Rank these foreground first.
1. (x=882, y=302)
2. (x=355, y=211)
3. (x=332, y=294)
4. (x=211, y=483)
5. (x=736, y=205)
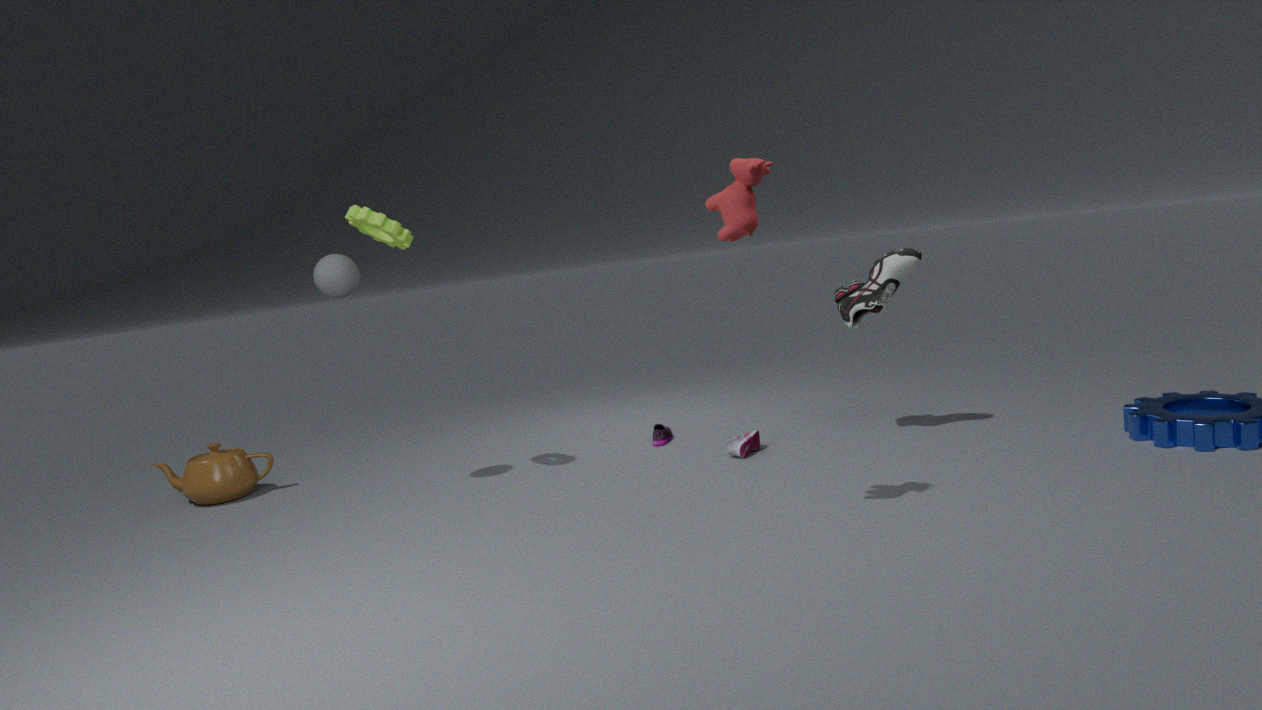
(x=736, y=205) < (x=355, y=211) < (x=332, y=294) < (x=882, y=302) < (x=211, y=483)
